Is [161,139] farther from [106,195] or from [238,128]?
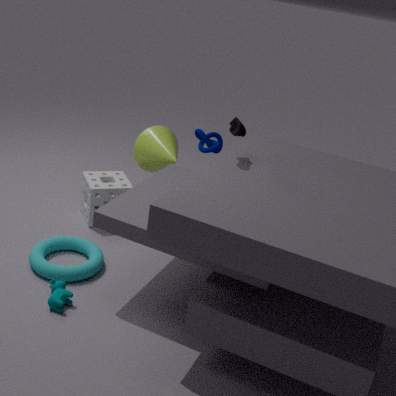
[238,128]
